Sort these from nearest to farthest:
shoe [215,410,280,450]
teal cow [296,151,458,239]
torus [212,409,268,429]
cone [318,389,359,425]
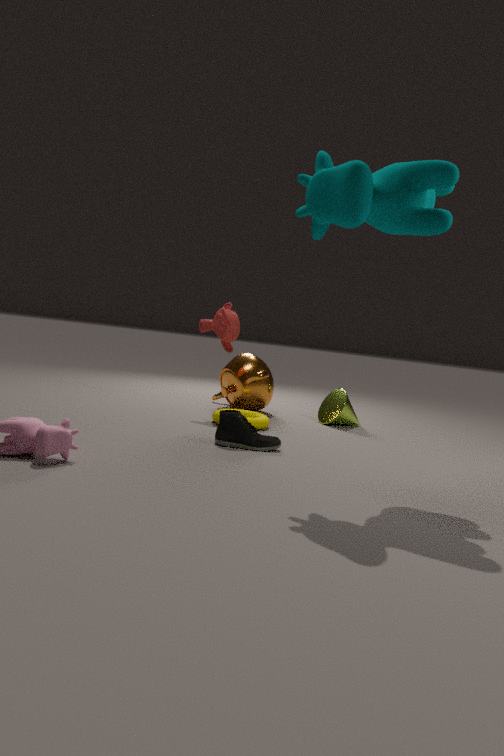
teal cow [296,151,458,239]
shoe [215,410,280,450]
torus [212,409,268,429]
cone [318,389,359,425]
